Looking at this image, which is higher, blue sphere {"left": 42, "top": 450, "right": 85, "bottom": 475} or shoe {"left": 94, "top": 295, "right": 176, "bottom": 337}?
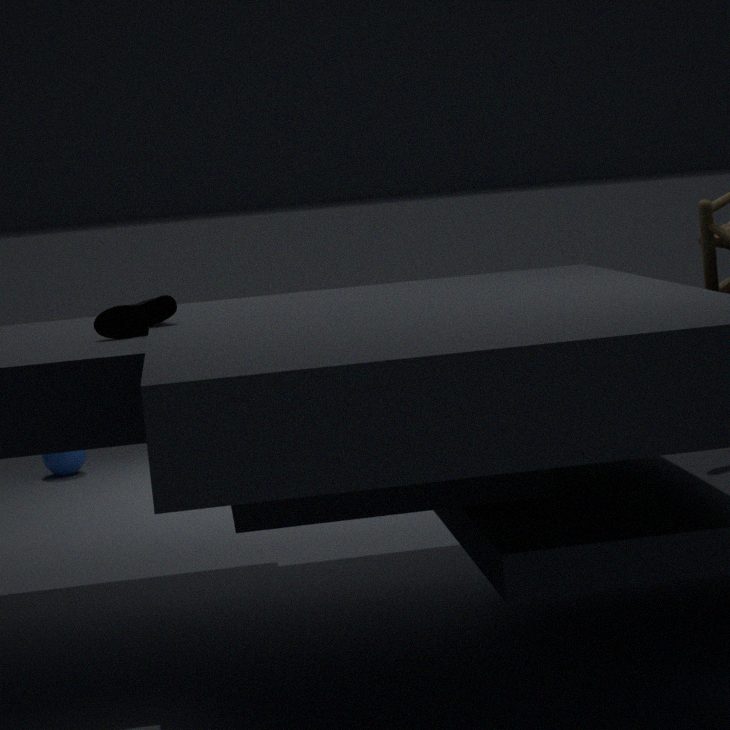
shoe {"left": 94, "top": 295, "right": 176, "bottom": 337}
